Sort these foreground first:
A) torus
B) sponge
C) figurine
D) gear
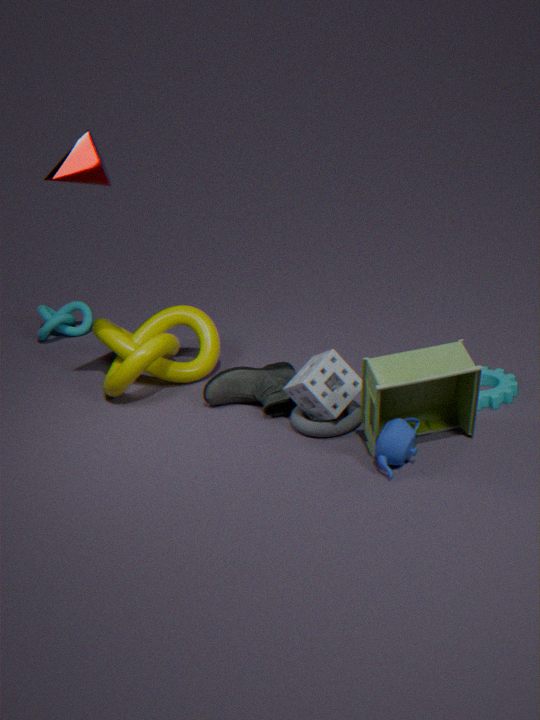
figurine → sponge → torus → gear
